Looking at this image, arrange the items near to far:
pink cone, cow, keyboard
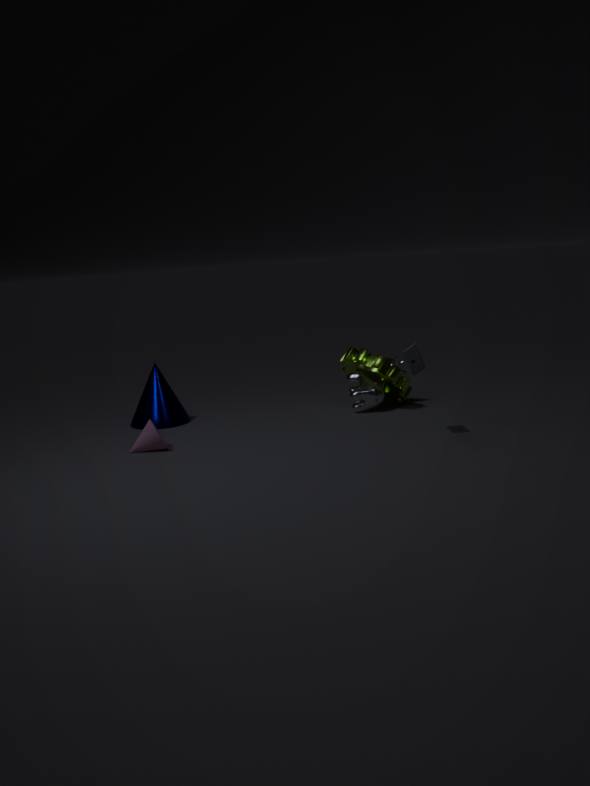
keyboard
pink cone
cow
